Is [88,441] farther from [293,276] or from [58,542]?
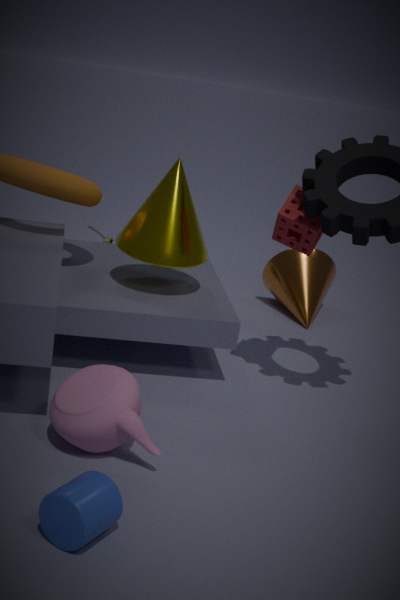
[293,276]
